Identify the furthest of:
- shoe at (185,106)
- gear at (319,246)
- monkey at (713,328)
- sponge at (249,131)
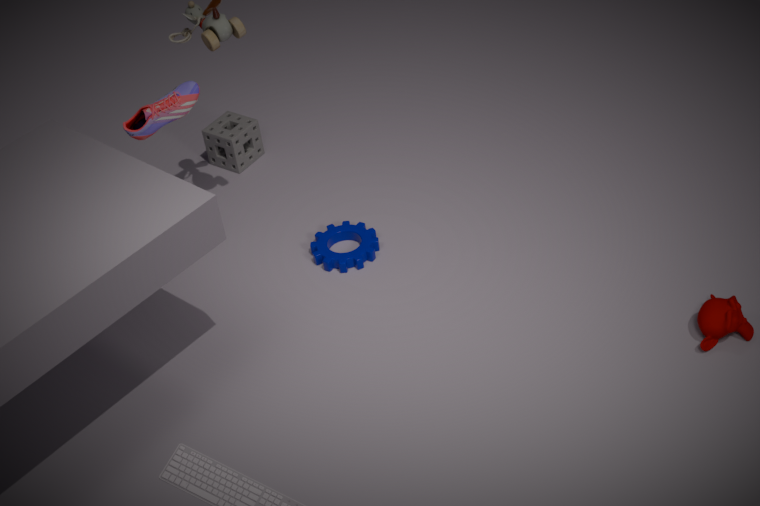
sponge at (249,131)
